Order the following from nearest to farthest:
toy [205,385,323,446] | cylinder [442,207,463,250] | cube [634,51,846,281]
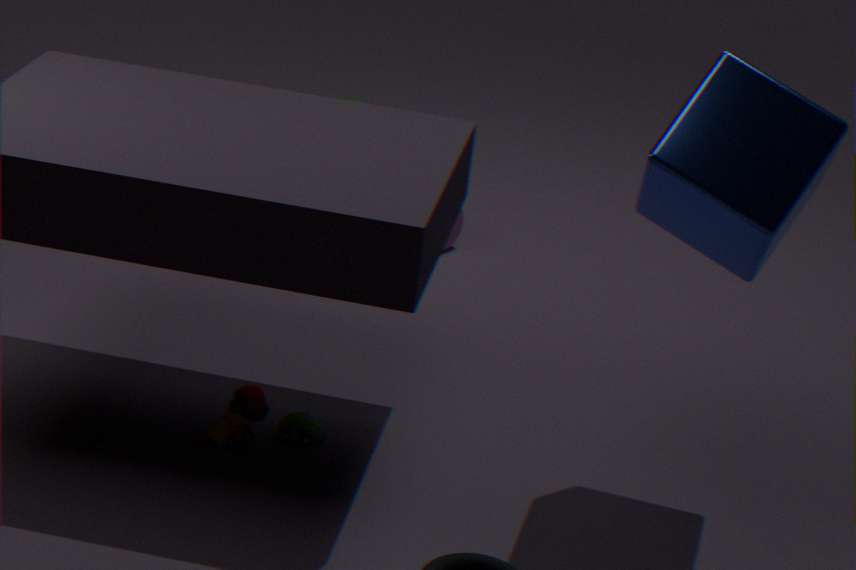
cube [634,51,846,281]
toy [205,385,323,446]
cylinder [442,207,463,250]
